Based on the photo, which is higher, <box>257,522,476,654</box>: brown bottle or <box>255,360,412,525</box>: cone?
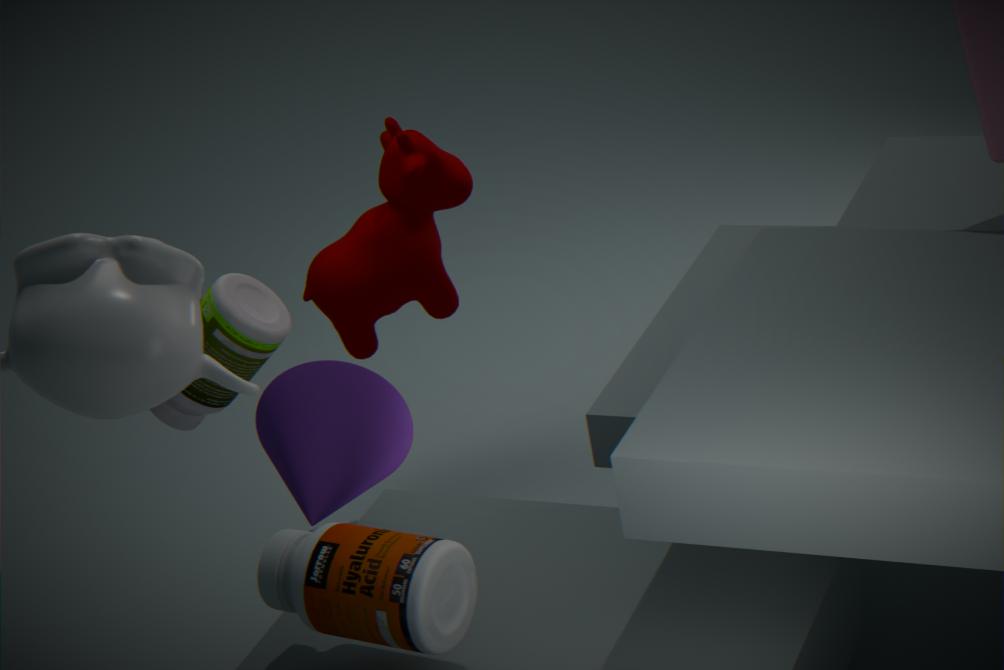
<box>255,360,412,525</box>: cone
